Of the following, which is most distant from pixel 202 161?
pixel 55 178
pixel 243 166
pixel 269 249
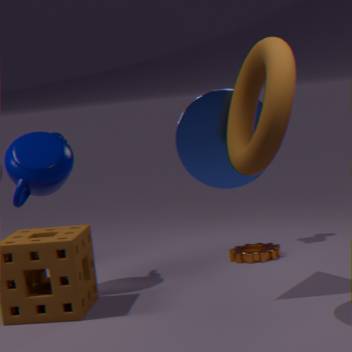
pixel 269 249
